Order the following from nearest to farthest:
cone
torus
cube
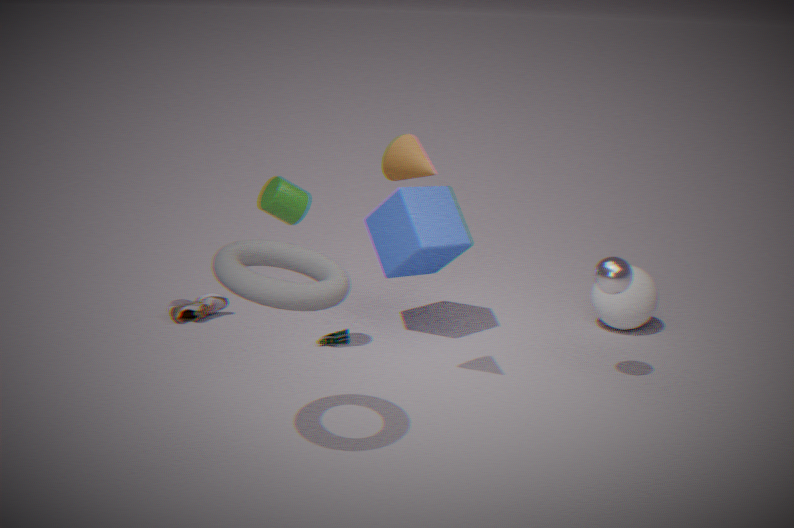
torus → cone → cube
